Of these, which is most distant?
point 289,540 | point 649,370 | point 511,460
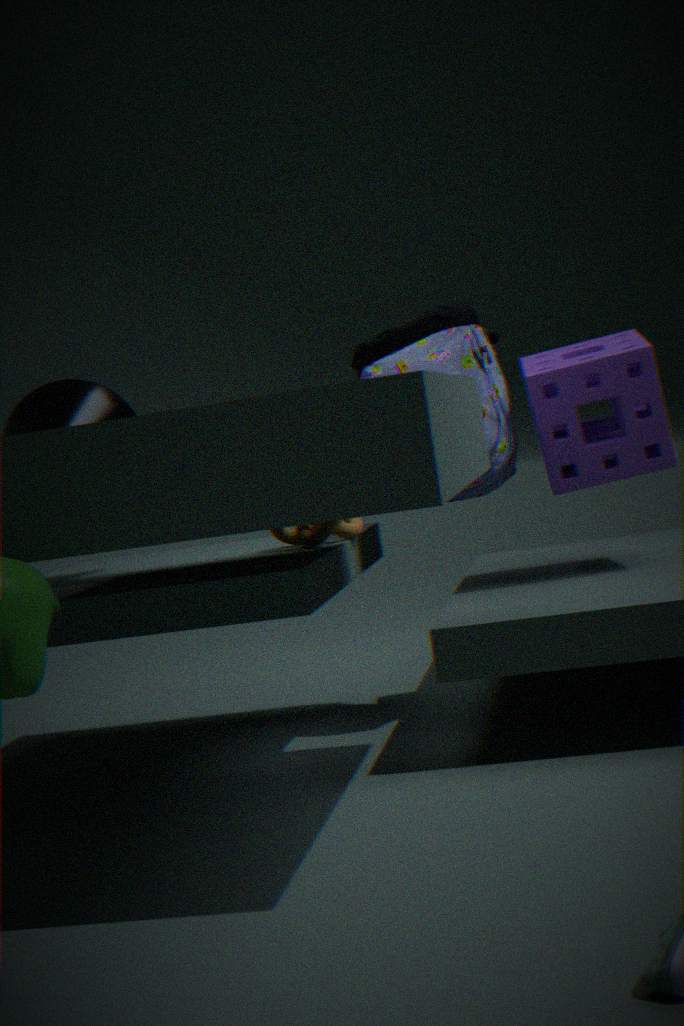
point 511,460
